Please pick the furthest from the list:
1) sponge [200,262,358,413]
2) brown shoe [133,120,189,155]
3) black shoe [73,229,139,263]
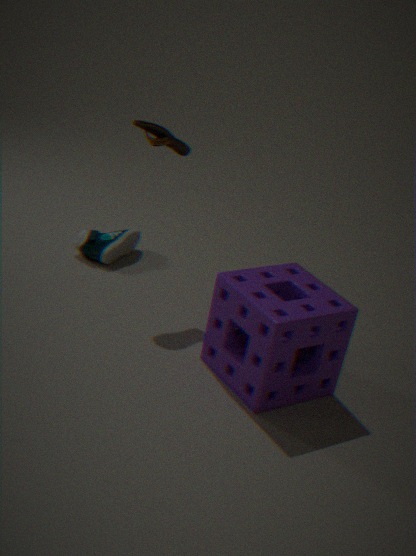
3. black shoe [73,229,139,263]
